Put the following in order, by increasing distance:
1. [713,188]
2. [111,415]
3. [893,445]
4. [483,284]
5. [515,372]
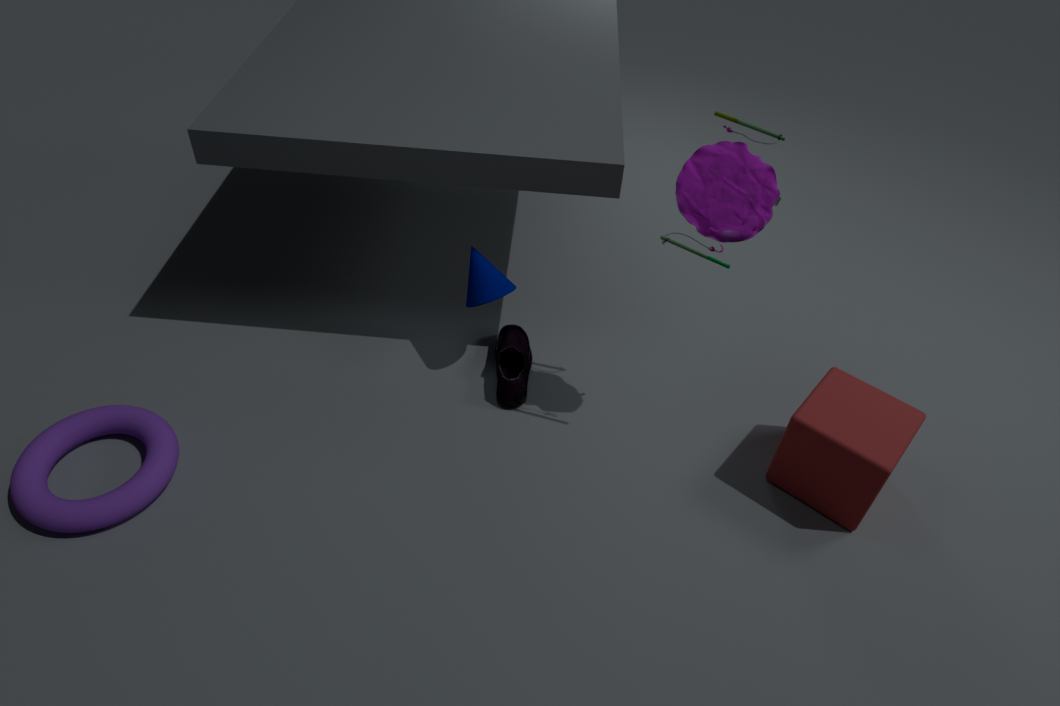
1. [713,188]
2. [893,445]
3. [111,415]
4. [483,284]
5. [515,372]
